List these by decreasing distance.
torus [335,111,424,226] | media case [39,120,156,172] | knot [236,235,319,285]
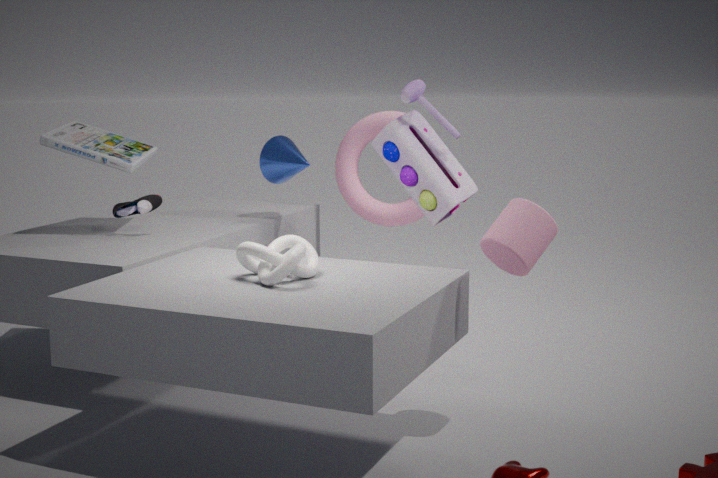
1. torus [335,111,424,226]
2. media case [39,120,156,172]
3. knot [236,235,319,285]
